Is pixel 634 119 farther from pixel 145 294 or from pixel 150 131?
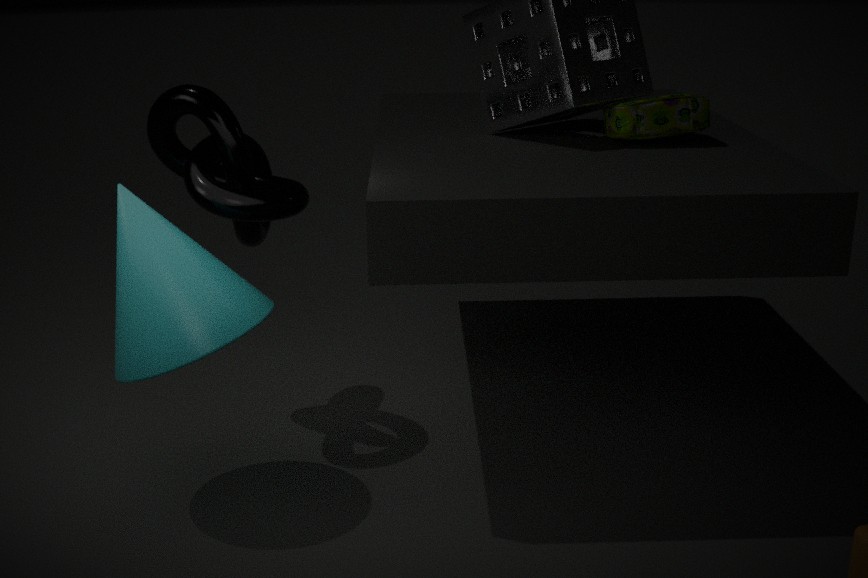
pixel 145 294
